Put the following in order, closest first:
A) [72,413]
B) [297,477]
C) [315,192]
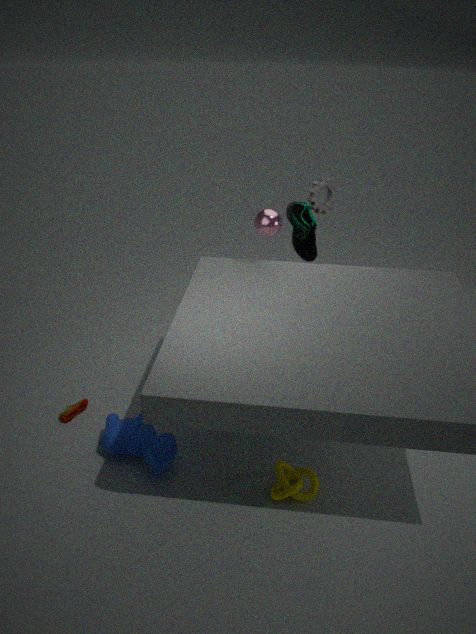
[297,477], [72,413], [315,192]
